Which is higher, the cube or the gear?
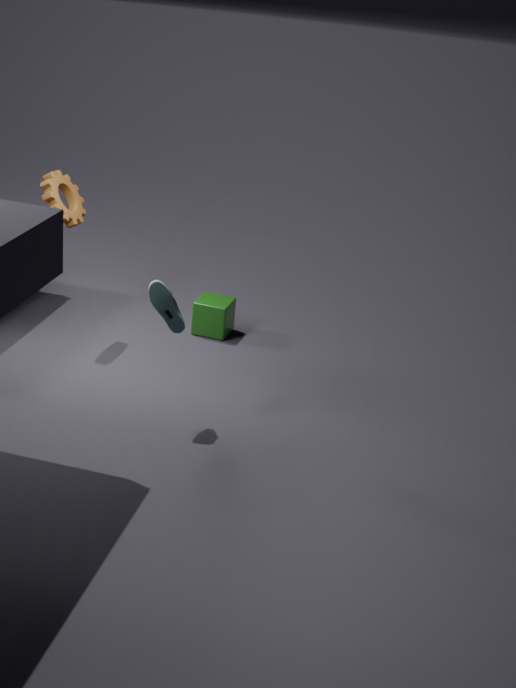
the gear
